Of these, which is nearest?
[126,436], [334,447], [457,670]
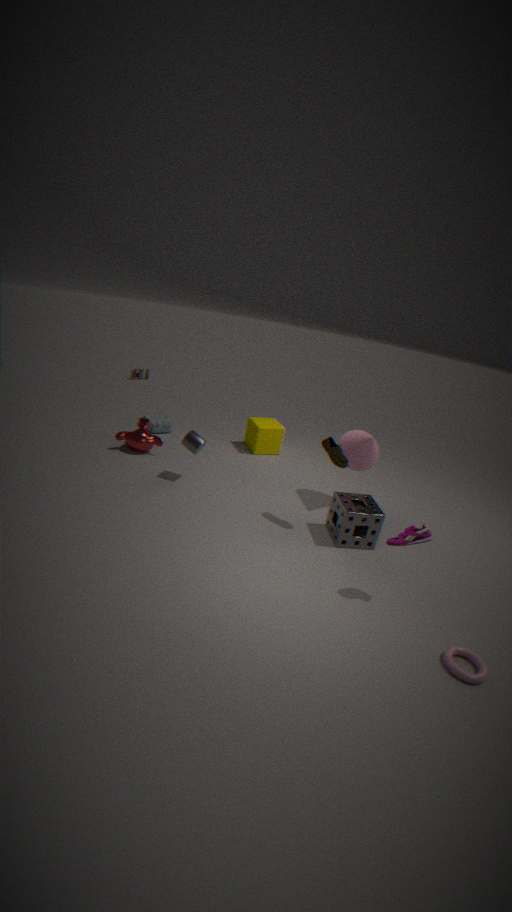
[457,670]
